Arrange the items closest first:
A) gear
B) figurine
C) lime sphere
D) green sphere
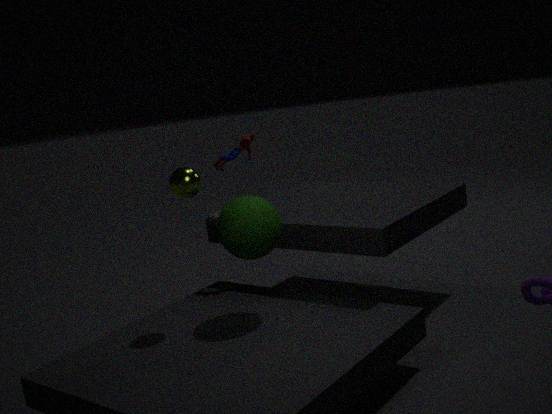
1. green sphere
2. lime sphere
3. gear
4. figurine
